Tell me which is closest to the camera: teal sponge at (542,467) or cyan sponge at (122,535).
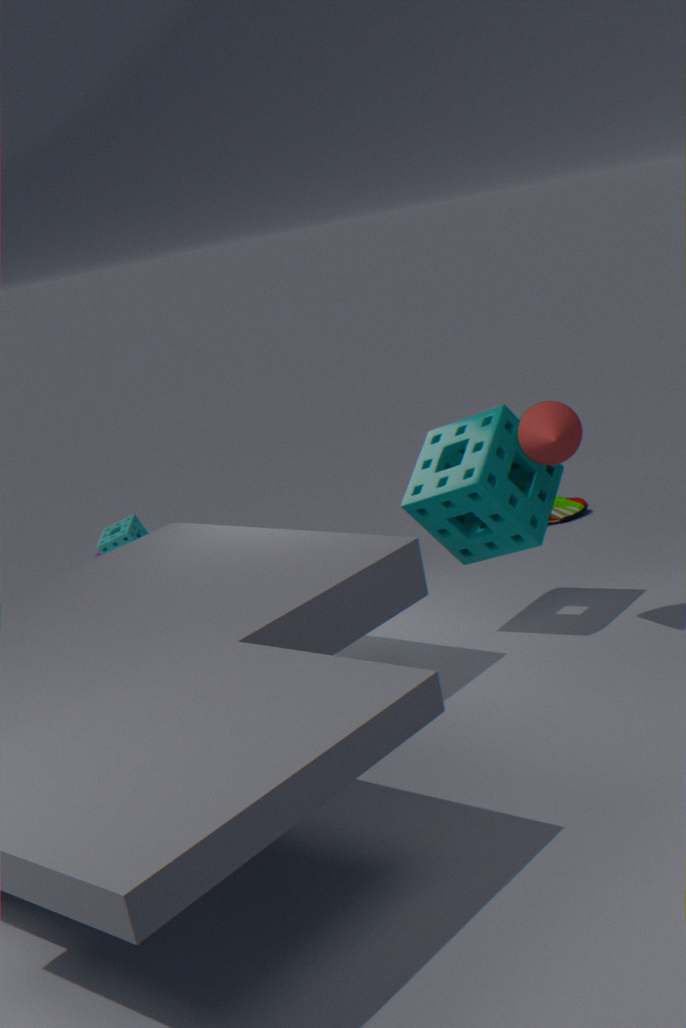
teal sponge at (542,467)
